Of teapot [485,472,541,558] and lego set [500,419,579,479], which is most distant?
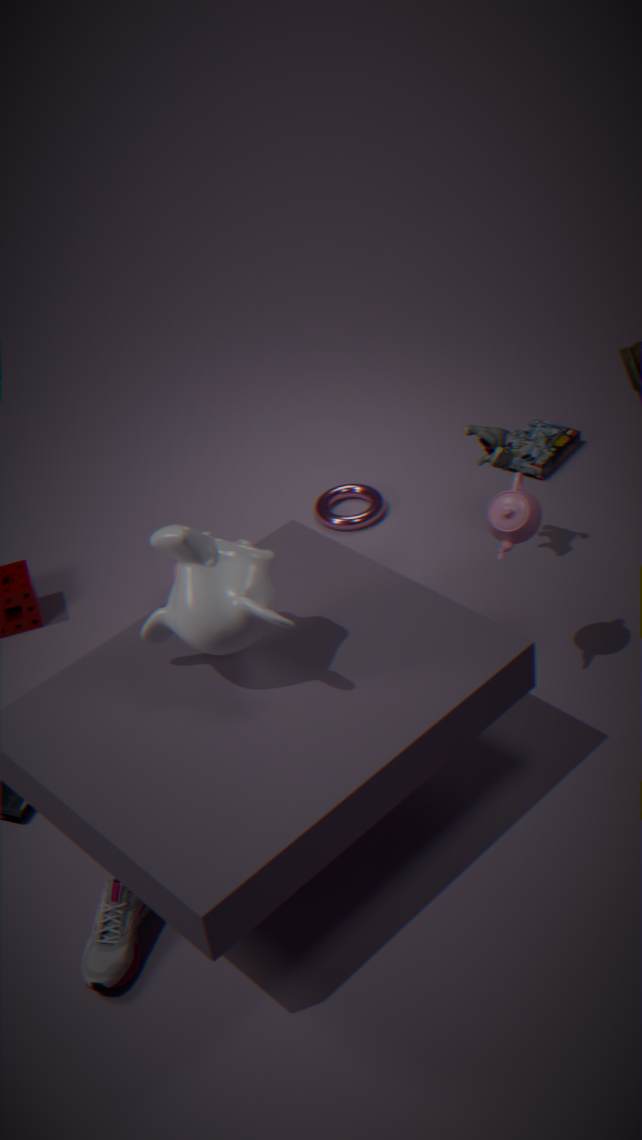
lego set [500,419,579,479]
